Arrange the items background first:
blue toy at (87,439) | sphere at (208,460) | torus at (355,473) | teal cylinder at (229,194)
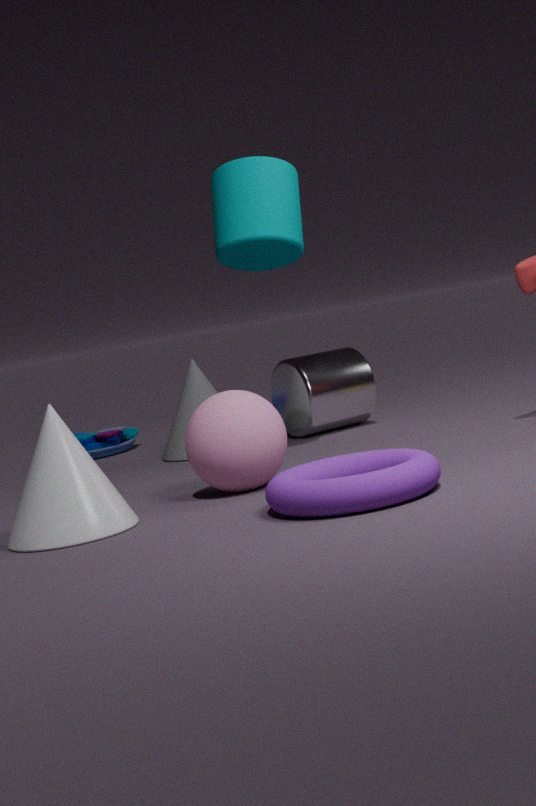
blue toy at (87,439) < teal cylinder at (229,194) < sphere at (208,460) < torus at (355,473)
